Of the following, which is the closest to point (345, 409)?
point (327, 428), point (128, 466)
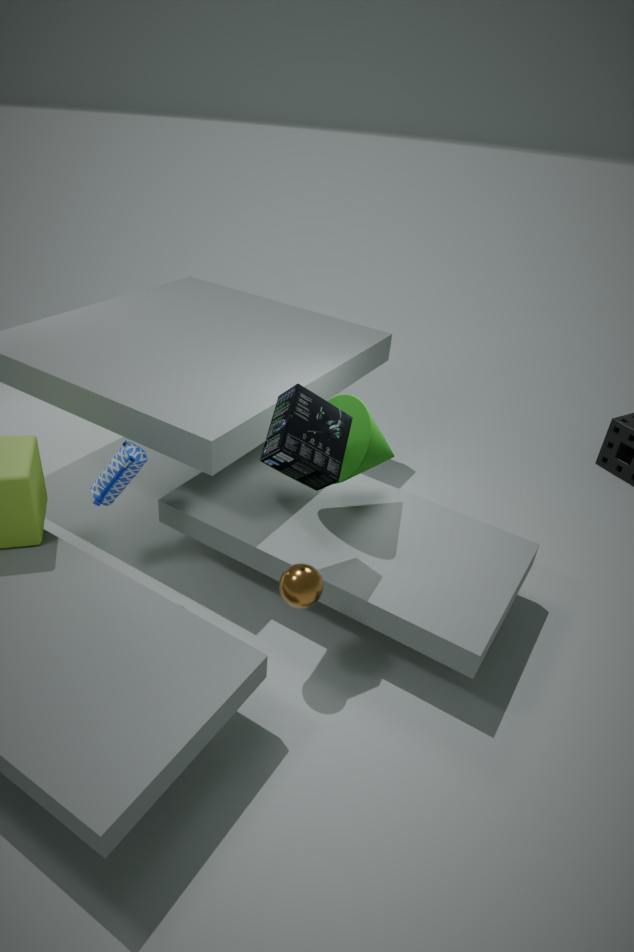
point (327, 428)
